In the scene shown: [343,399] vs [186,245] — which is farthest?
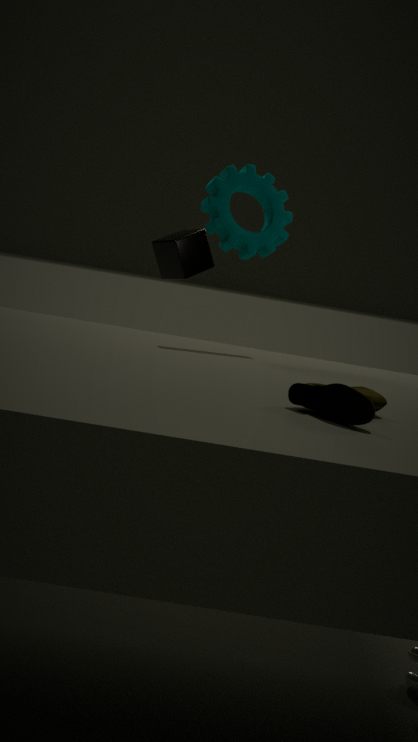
[186,245]
